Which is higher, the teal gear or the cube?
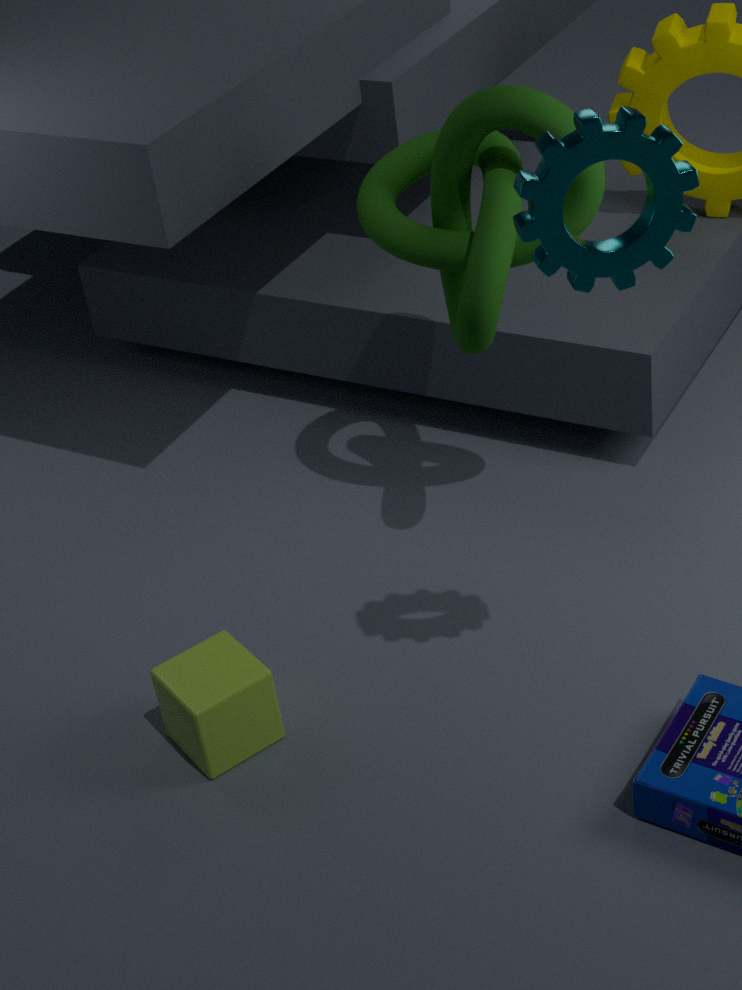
the teal gear
